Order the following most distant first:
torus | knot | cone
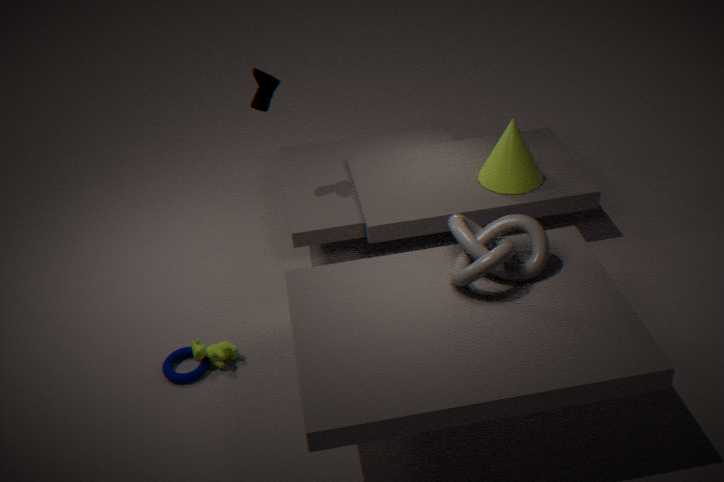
cone
torus
knot
